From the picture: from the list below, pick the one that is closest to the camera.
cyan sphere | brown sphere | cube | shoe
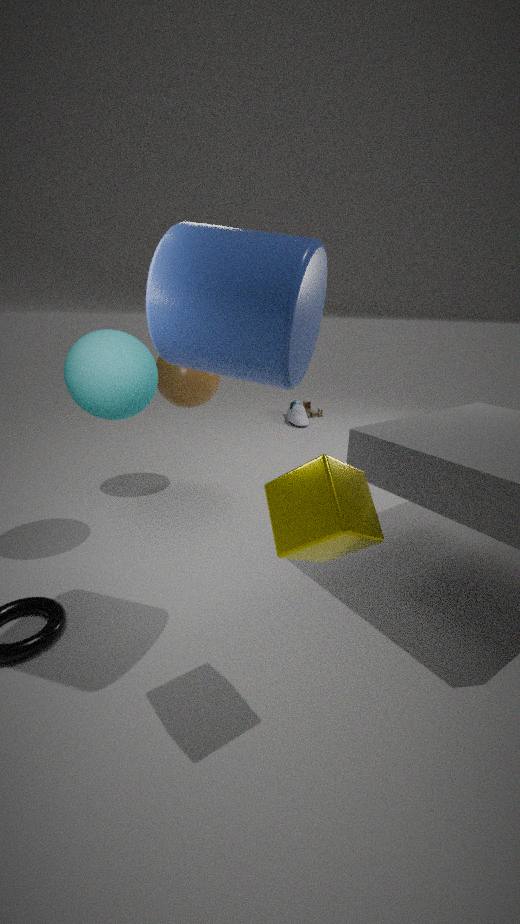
cube
